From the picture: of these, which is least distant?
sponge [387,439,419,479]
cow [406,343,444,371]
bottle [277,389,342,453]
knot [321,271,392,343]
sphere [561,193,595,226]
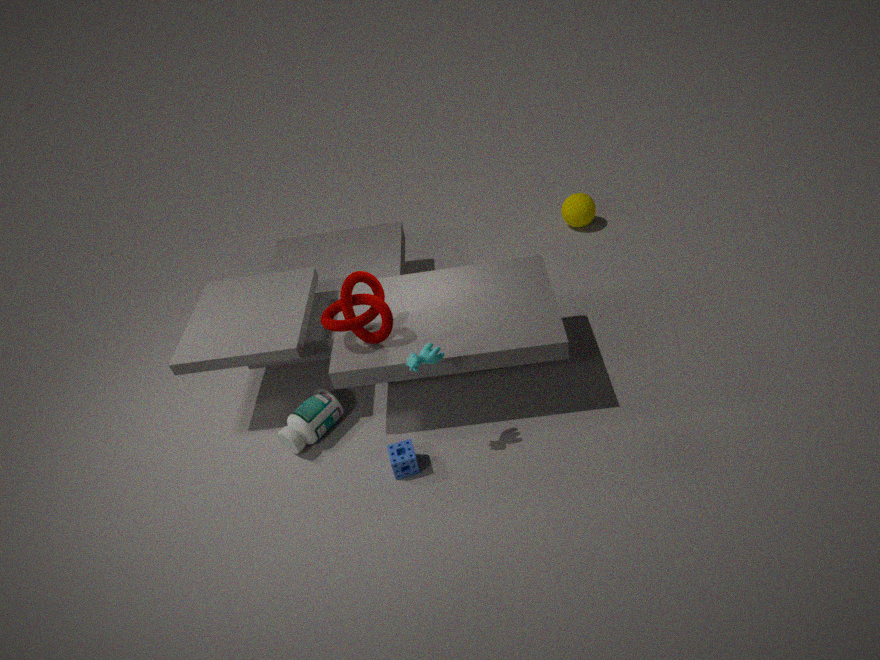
cow [406,343,444,371]
